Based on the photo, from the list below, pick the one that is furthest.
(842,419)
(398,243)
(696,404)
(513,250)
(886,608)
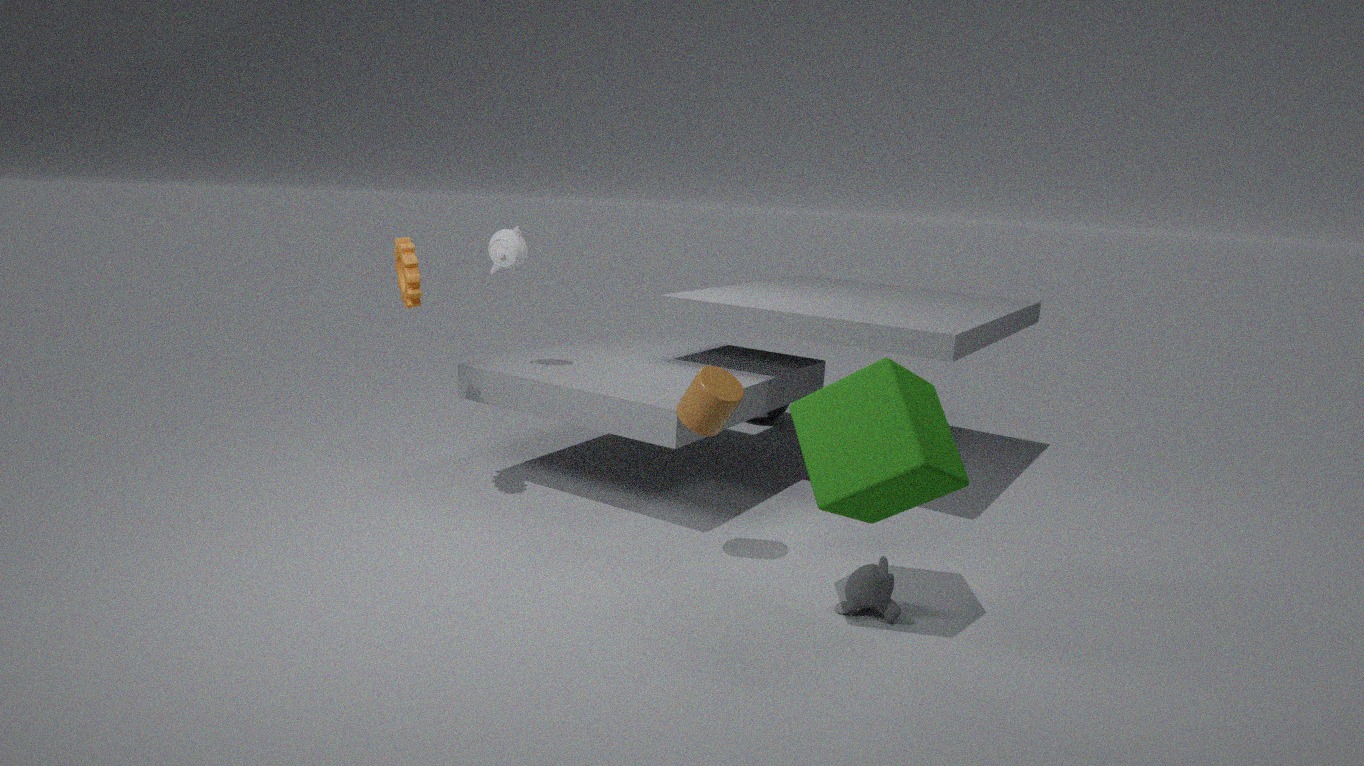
(513,250)
